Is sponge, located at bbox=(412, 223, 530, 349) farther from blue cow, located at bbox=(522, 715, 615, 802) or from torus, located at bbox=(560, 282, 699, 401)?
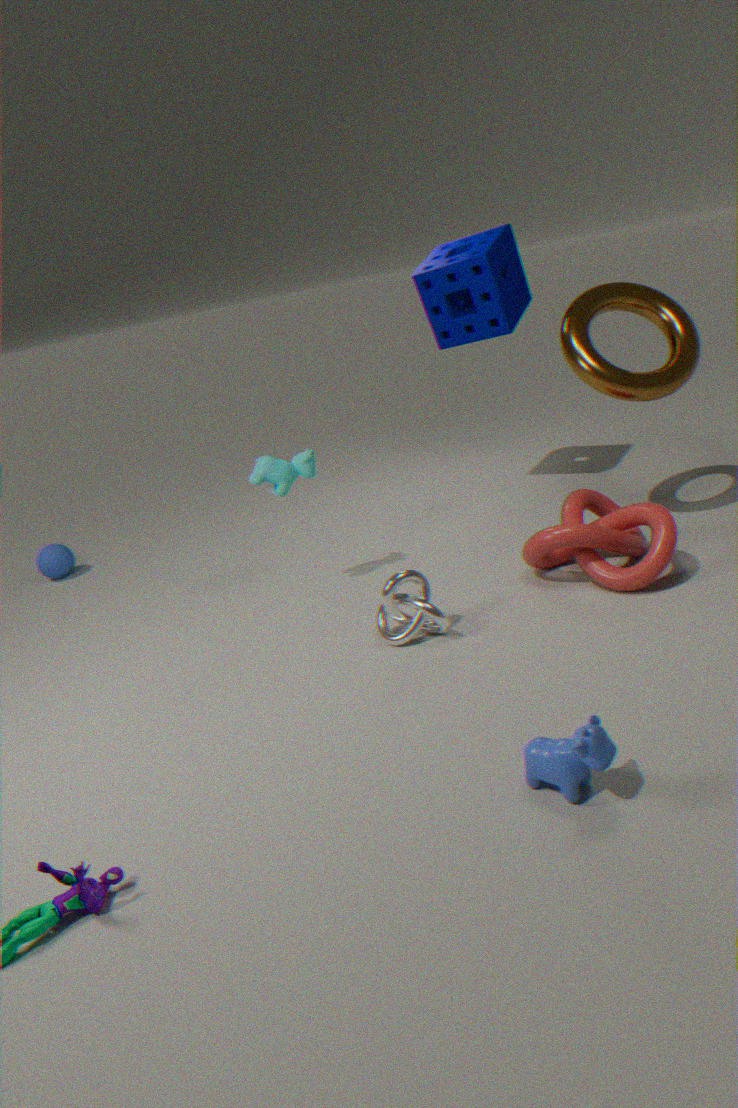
blue cow, located at bbox=(522, 715, 615, 802)
